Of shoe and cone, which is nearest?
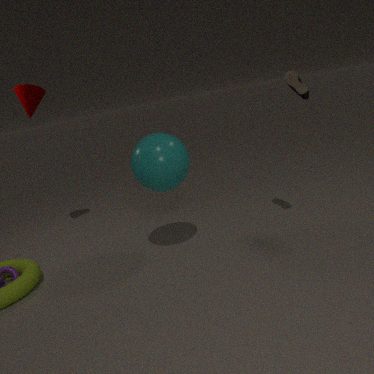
shoe
